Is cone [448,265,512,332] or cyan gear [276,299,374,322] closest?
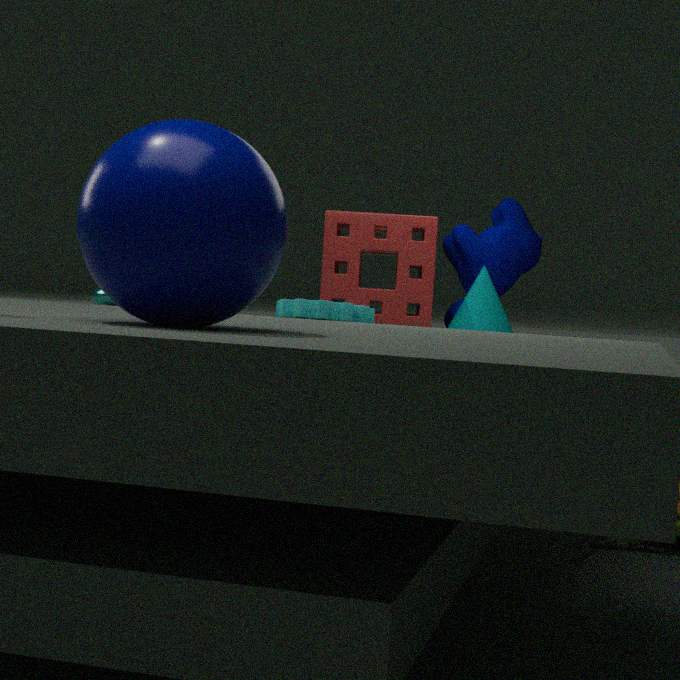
cyan gear [276,299,374,322]
